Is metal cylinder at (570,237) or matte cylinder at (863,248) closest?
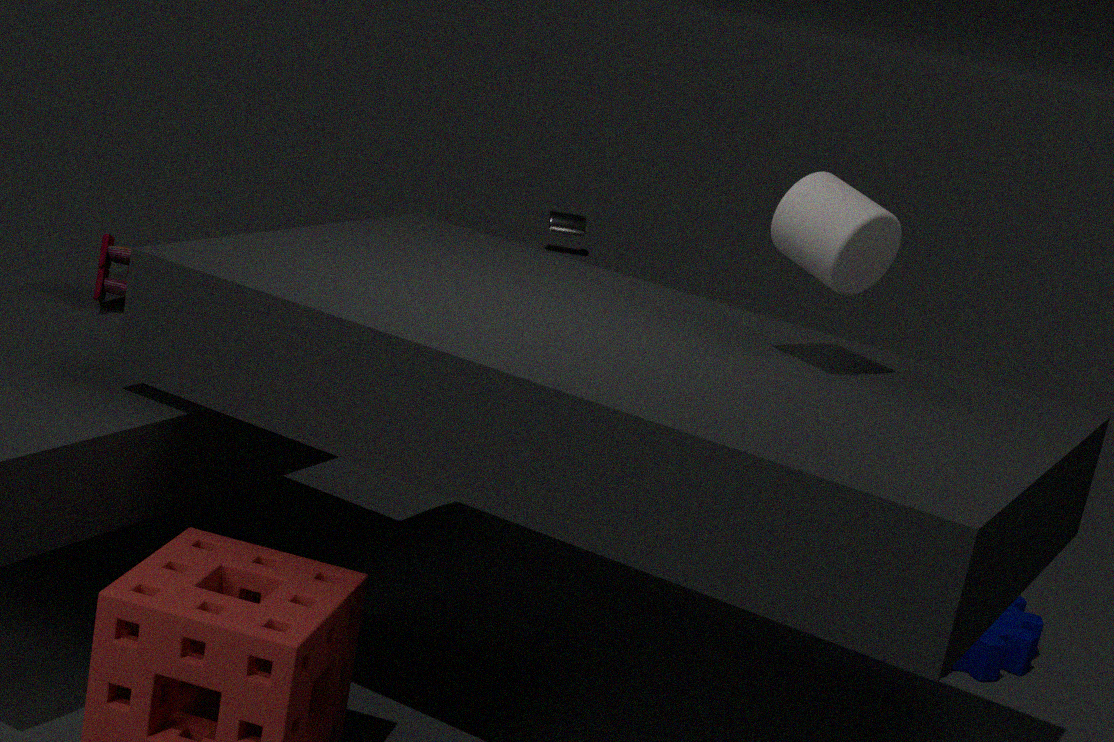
matte cylinder at (863,248)
